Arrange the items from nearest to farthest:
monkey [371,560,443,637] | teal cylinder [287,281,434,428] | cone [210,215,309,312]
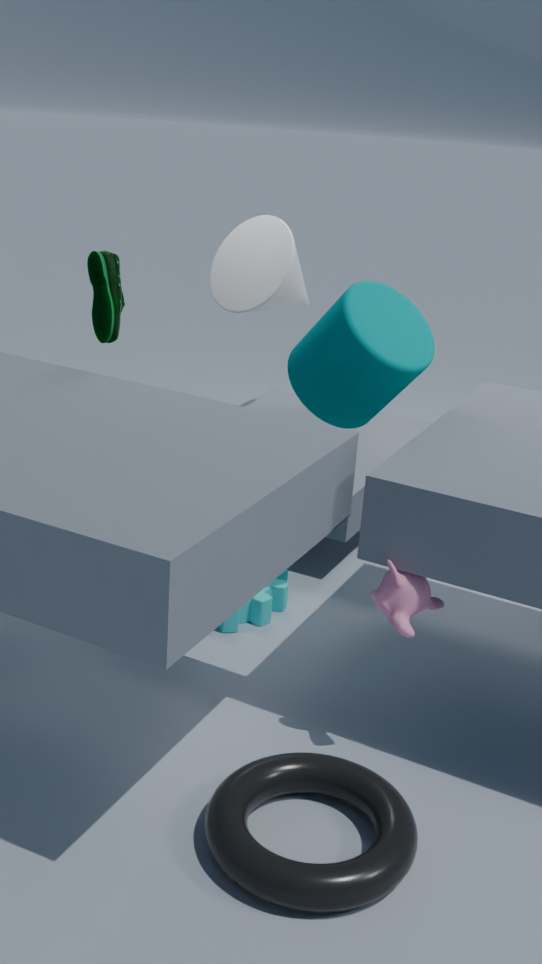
monkey [371,560,443,637]
teal cylinder [287,281,434,428]
cone [210,215,309,312]
